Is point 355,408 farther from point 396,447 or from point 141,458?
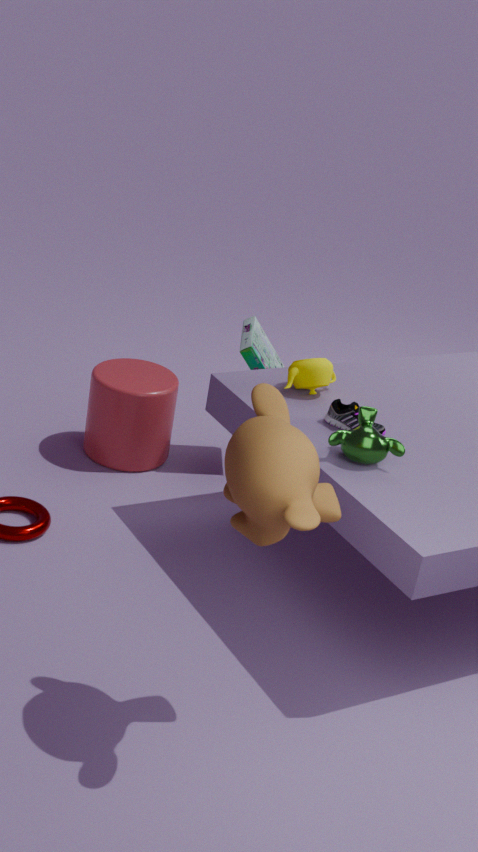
point 141,458
